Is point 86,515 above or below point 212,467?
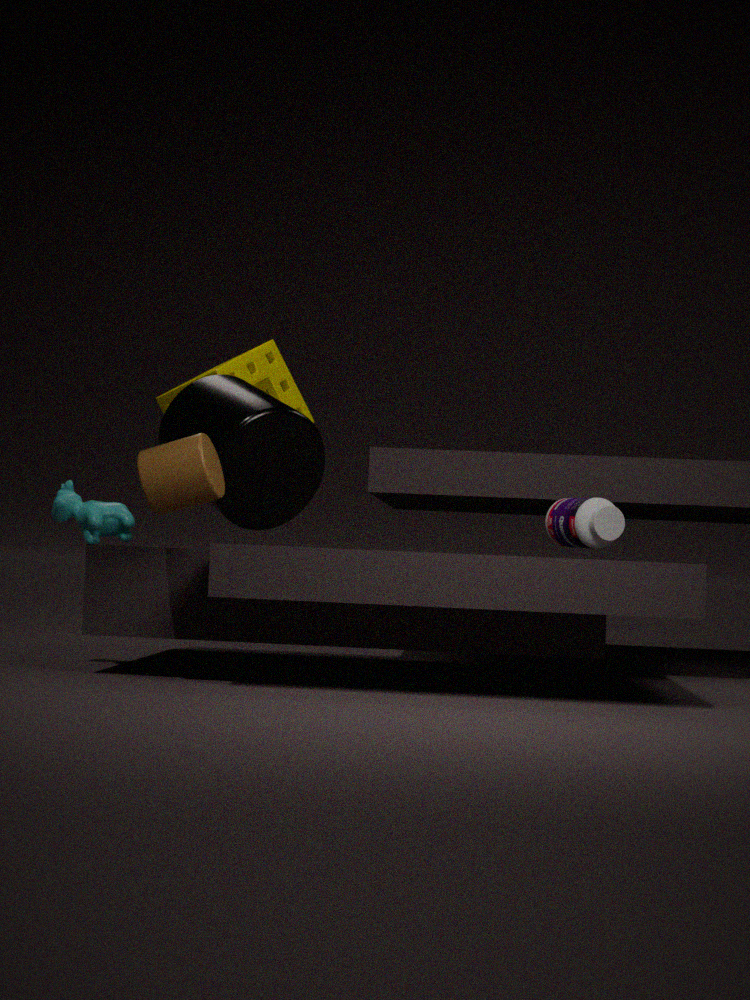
below
